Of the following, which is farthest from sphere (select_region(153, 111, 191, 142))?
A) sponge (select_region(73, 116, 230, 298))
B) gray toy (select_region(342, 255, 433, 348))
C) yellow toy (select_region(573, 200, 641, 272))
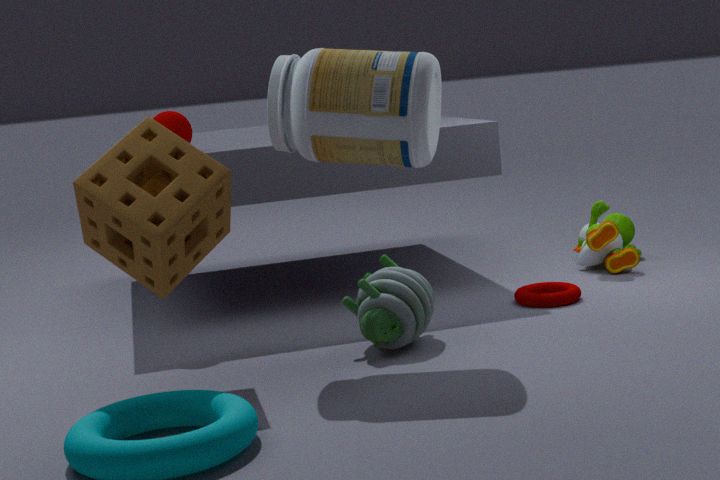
yellow toy (select_region(573, 200, 641, 272))
